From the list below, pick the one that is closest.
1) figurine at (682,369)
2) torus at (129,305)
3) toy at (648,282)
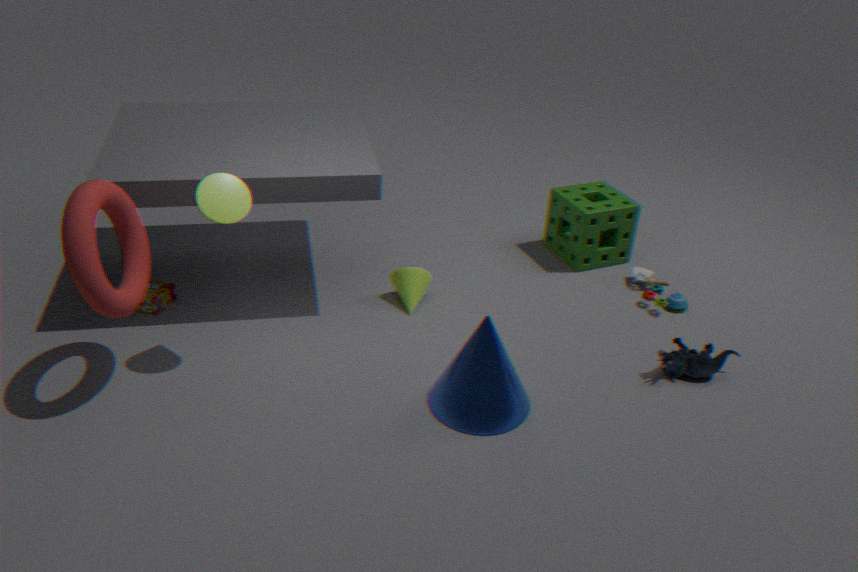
2. torus at (129,305)
